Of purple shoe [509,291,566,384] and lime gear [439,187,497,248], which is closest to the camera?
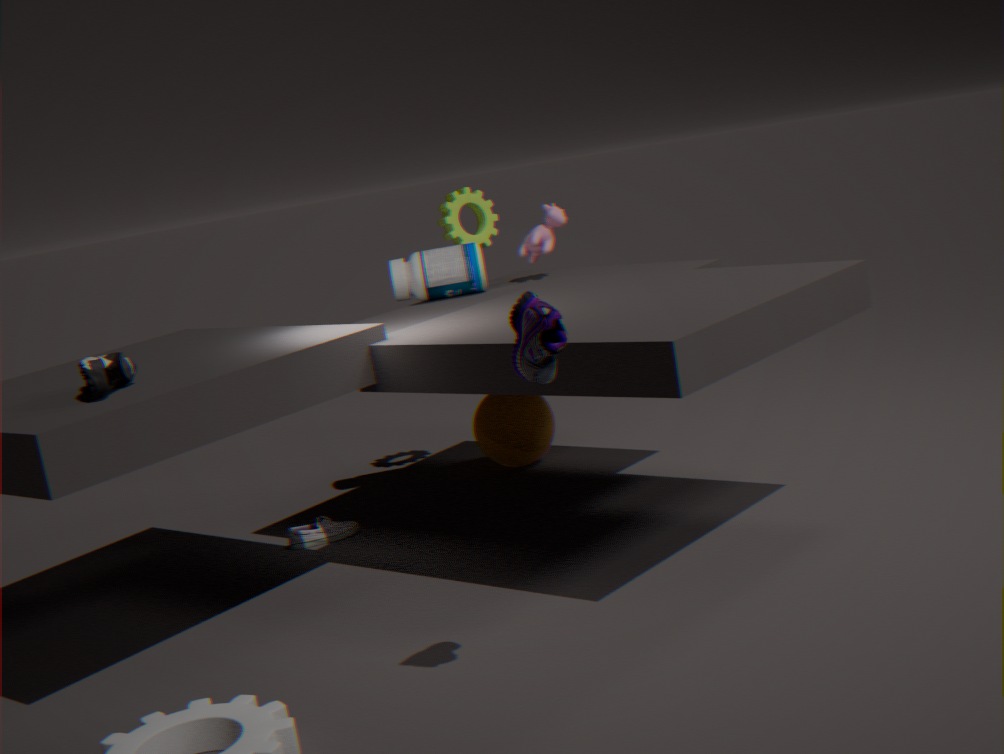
purple shoe [509,291,566,384]
